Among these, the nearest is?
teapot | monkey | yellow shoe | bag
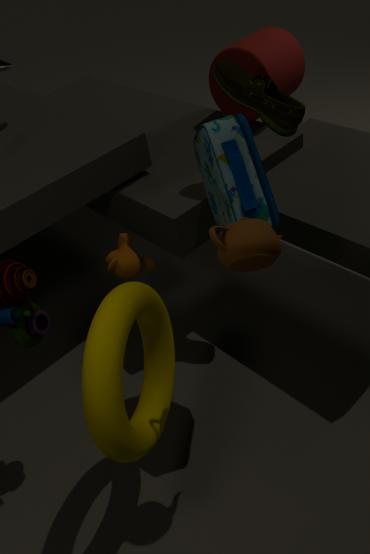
teapot
